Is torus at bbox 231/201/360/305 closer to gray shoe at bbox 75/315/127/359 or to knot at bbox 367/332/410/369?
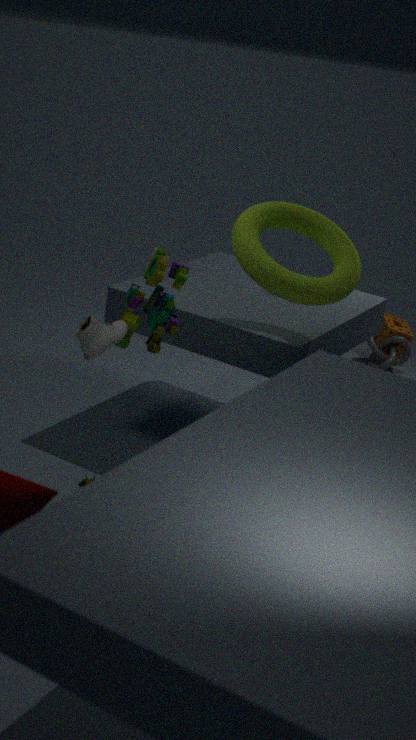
gray shoe at bbox 75/315/127/359
